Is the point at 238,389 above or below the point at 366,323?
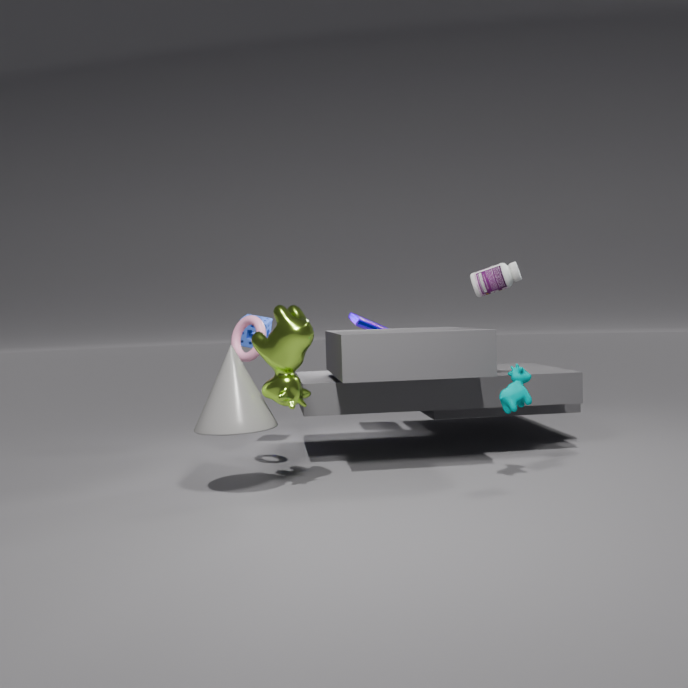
below
